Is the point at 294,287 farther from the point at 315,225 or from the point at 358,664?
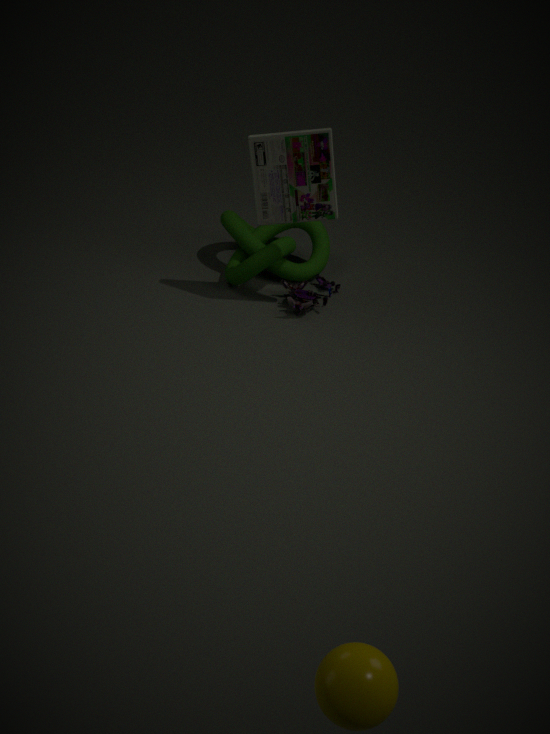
the point at 358,664
